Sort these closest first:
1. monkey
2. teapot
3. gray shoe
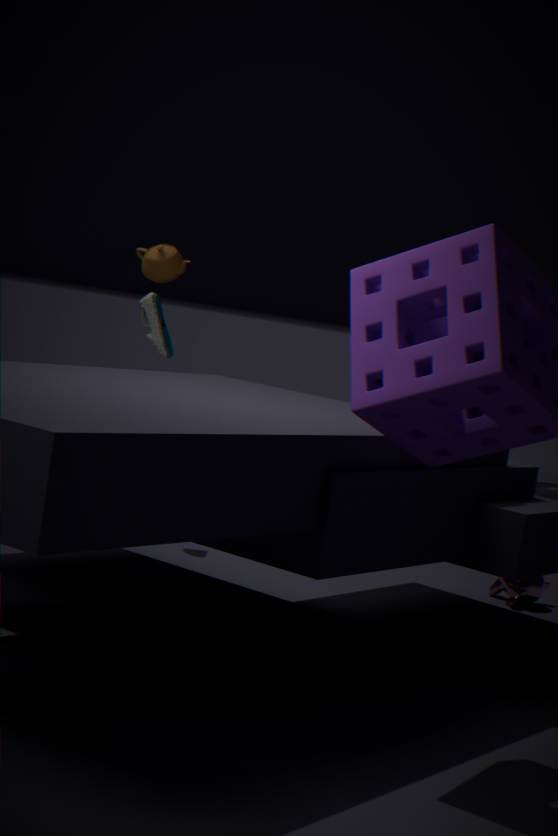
monkey < gray shoe < teapot
